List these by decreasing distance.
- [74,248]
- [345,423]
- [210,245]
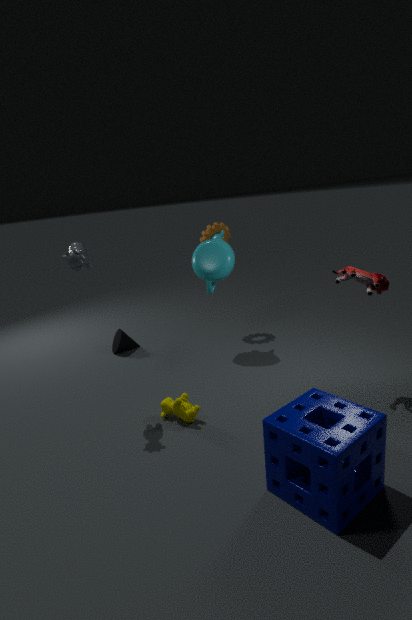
[210,245]
[74,248]
[345,423]
